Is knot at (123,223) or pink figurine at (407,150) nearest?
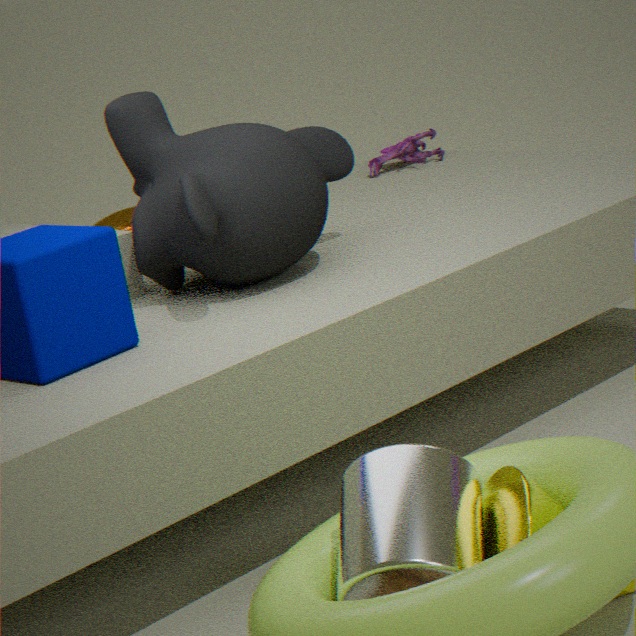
pink figurine at (407,150)
